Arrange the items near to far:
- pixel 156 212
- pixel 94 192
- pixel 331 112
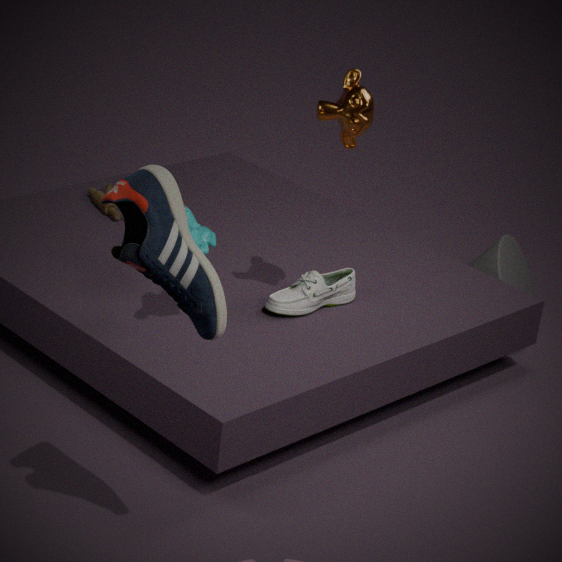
pixel 156 212, pixel 331 112, pixel 94 192
